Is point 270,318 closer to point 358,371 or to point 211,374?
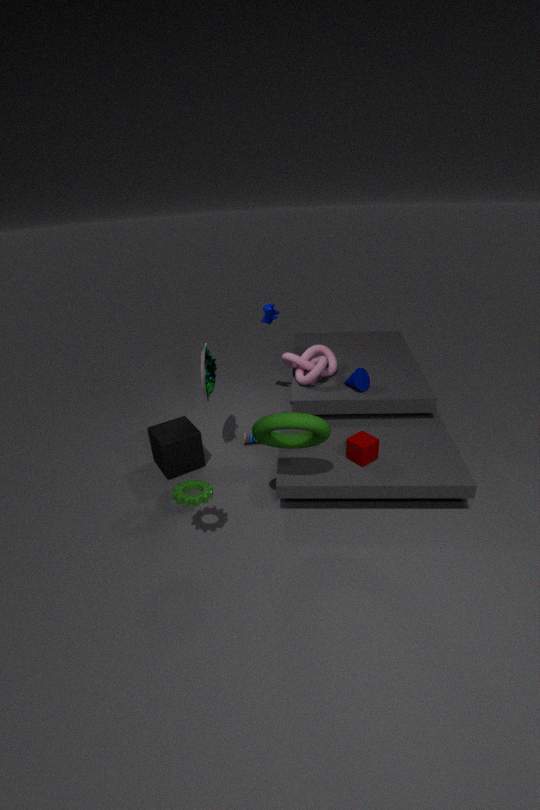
point 211,374
